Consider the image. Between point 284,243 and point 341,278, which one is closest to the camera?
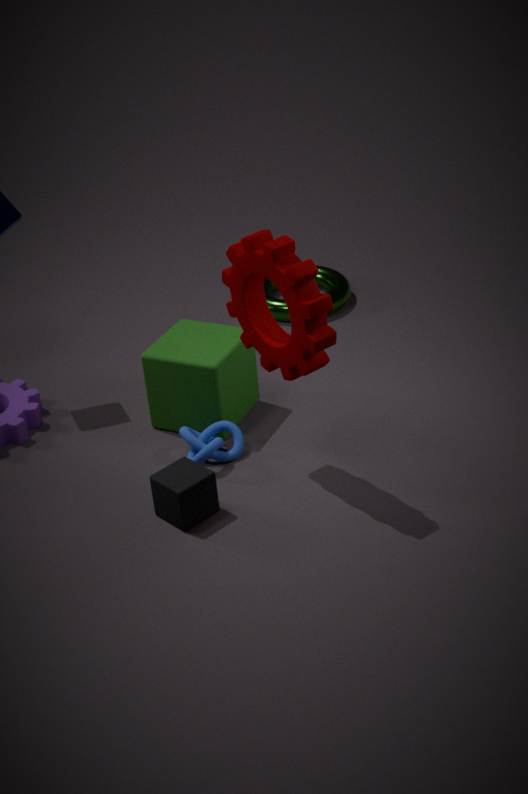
point 284,243
